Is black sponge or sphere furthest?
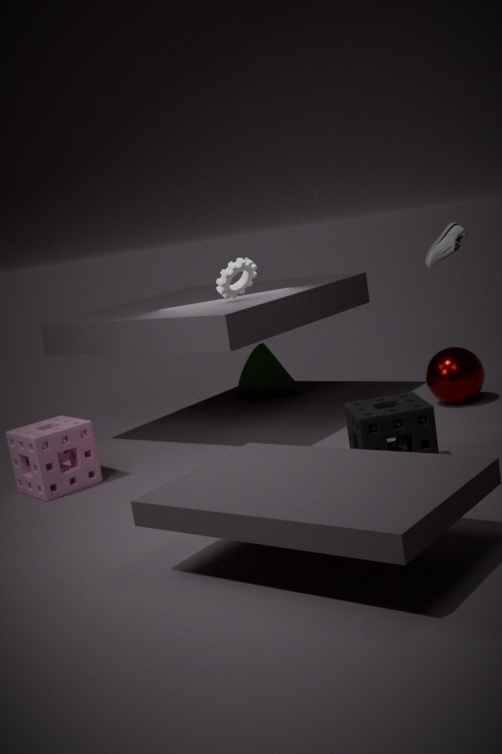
sphere
